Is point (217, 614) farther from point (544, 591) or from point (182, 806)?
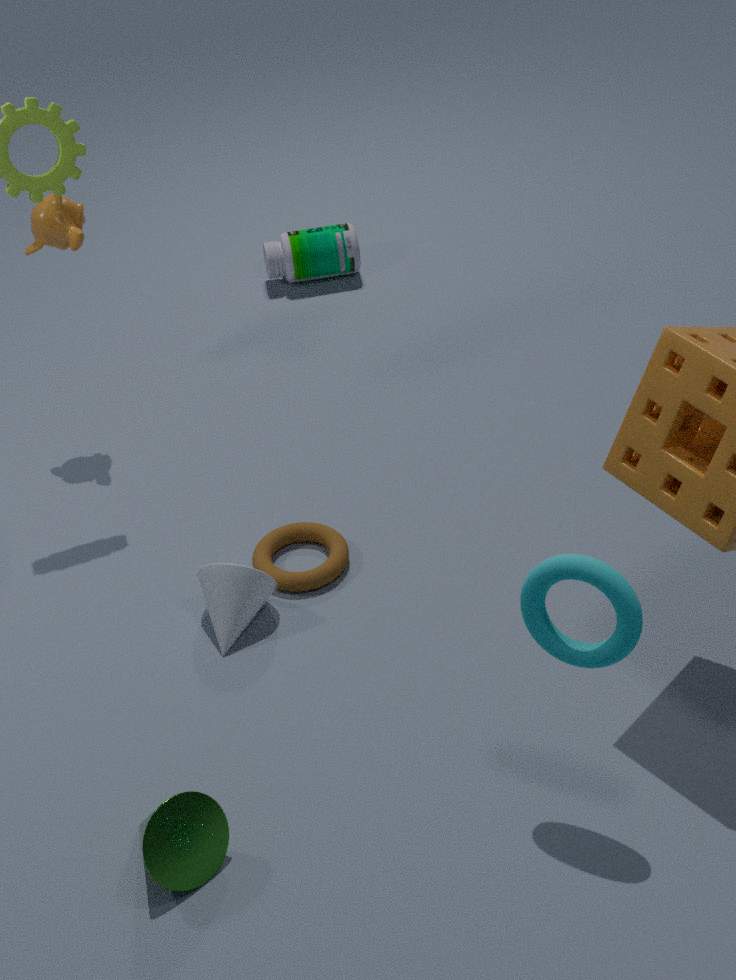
point (544, 591)
